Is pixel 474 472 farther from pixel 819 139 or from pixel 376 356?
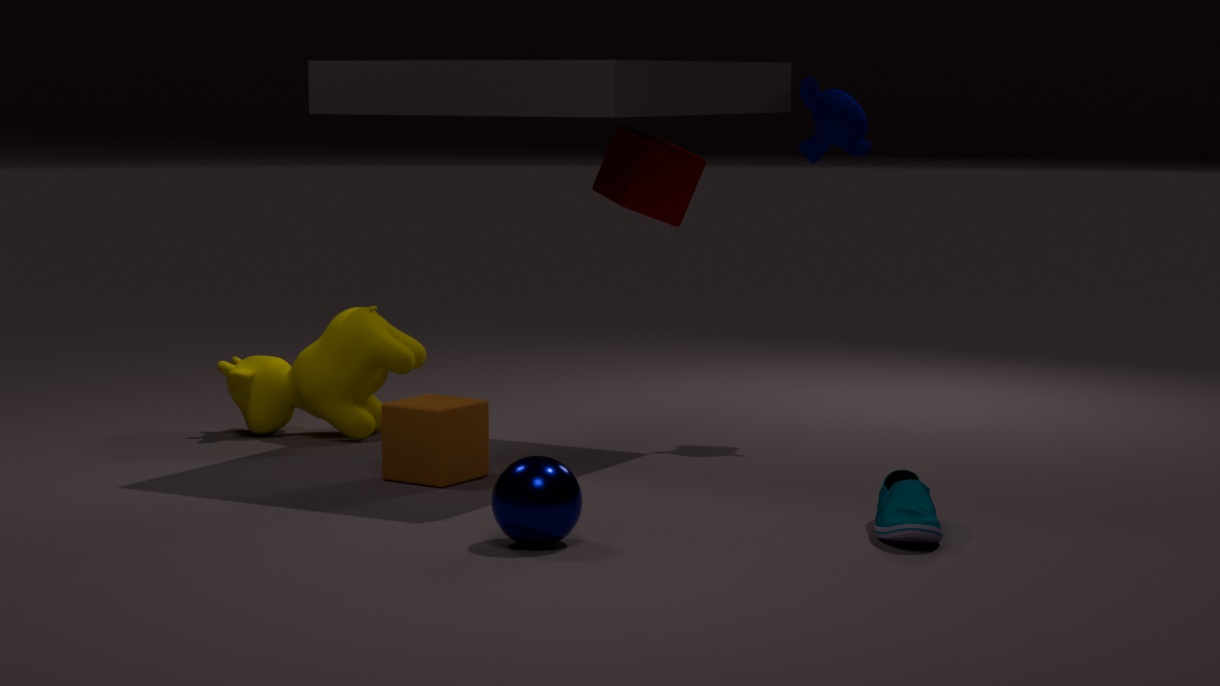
pixel 819 139
